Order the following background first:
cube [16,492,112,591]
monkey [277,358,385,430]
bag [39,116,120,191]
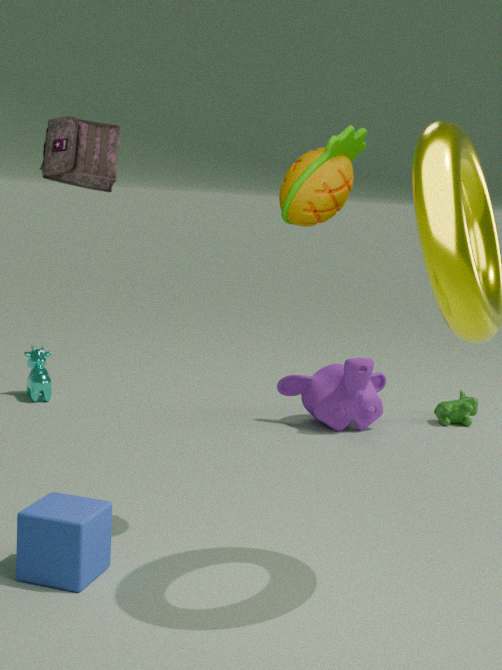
monkey [277,358,385,430]
bag [39,116,120,191]
cube [16,492,112,591]
